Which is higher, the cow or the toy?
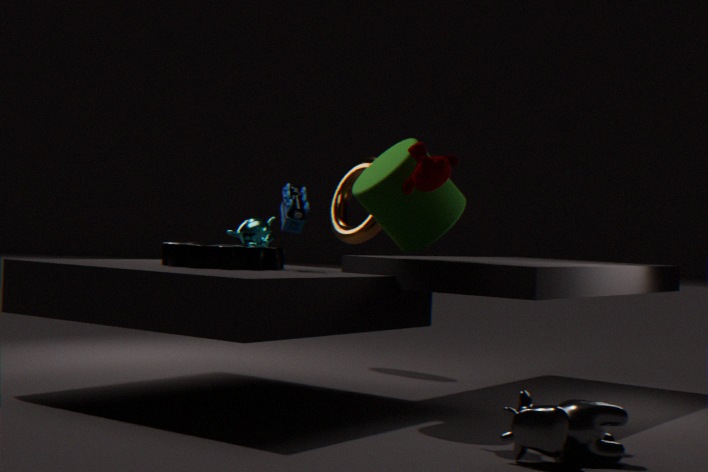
the toy
